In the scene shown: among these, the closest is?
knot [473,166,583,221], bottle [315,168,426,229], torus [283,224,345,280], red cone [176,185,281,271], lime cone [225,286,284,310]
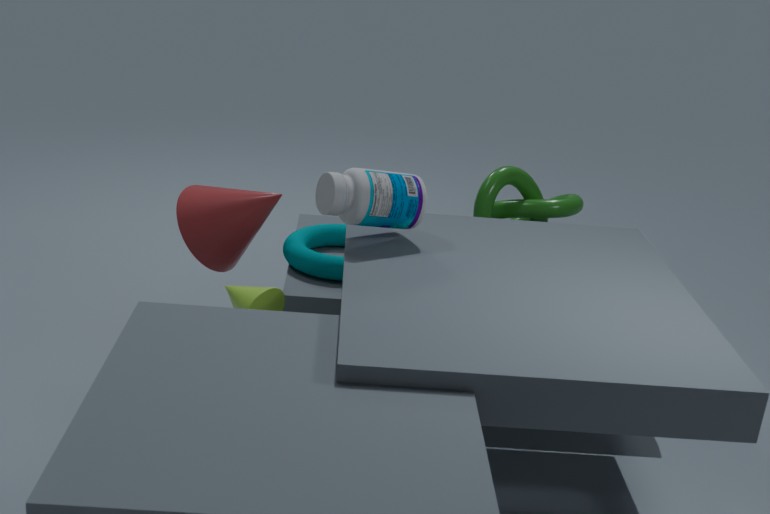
bottle [315,168,426,229]
